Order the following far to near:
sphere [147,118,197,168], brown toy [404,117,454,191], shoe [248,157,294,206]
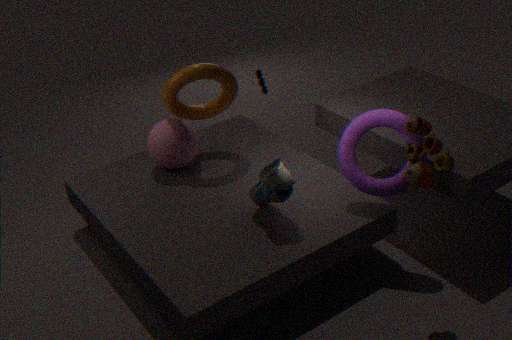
sphere [147,118,197,168] < shoe [248,157,294,206] < brown toy [404,117,454,191]
